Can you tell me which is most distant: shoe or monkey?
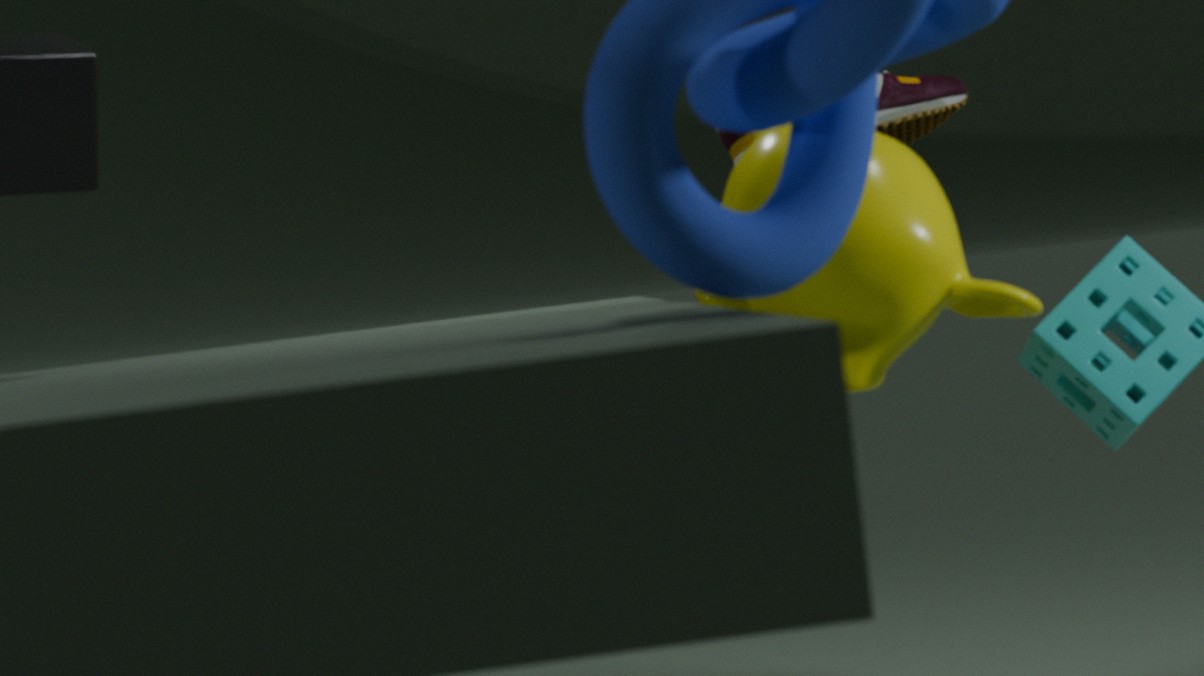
shoe
